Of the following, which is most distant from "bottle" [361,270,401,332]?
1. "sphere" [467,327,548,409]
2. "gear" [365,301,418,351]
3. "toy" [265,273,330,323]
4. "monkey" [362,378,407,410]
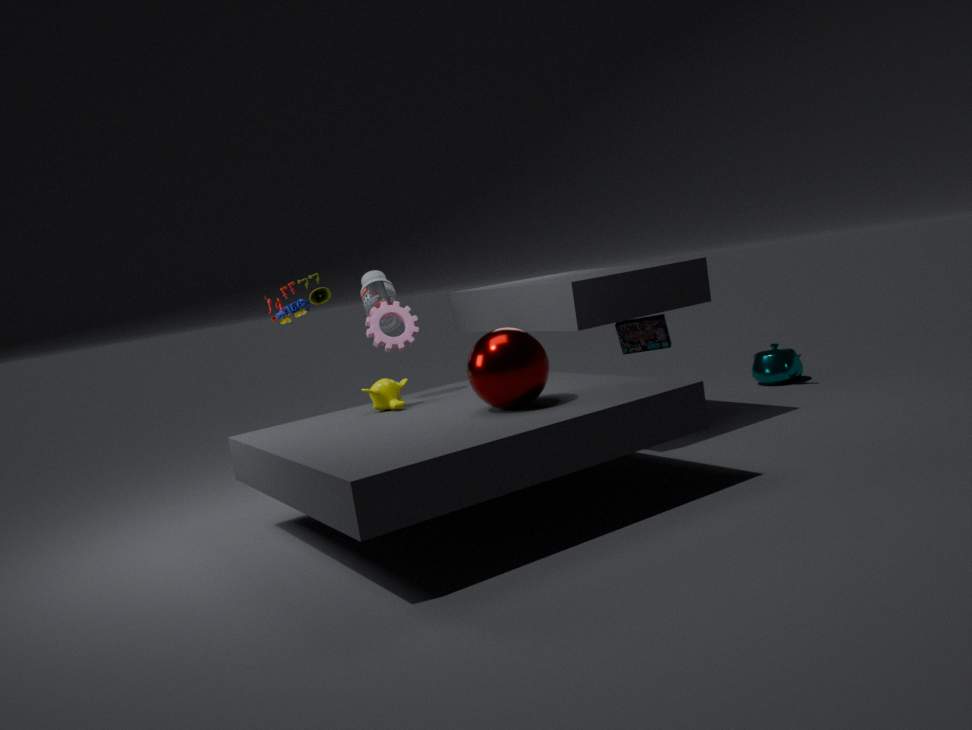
"sphere" [467,327,548,409]
